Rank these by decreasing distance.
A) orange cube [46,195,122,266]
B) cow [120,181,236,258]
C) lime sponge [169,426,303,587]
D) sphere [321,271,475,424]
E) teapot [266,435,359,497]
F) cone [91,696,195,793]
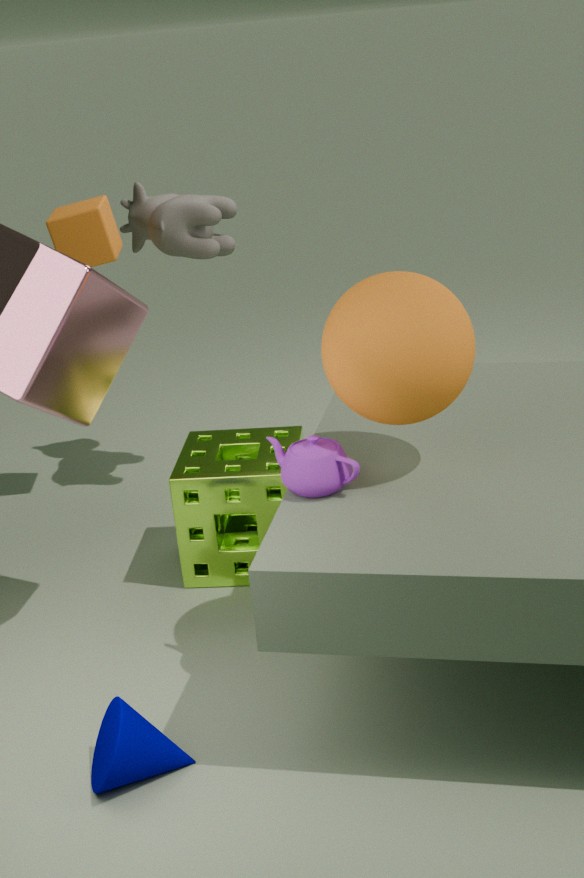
cow [120,181,236,258]
orange cube [46,195,122,266]
lime sponge [169,426,303,587]
teapot [266,435,359,497]
sphere [321,271,475,424]
cone [91,696,195,793]
